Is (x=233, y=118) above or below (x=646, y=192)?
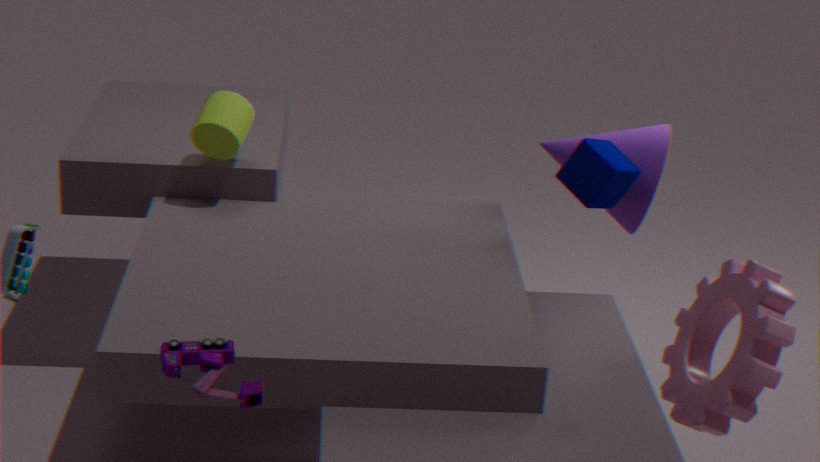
above
